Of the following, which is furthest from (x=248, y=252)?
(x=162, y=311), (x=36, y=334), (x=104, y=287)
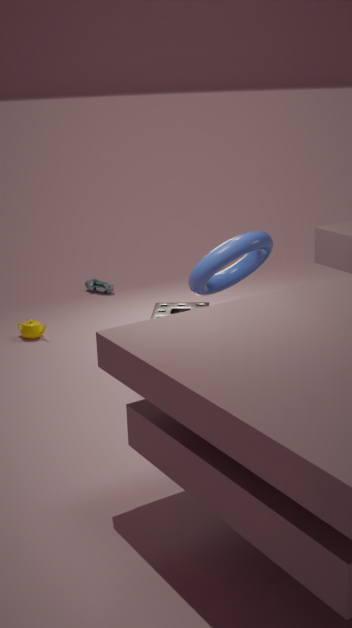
(x=104, y=287)
